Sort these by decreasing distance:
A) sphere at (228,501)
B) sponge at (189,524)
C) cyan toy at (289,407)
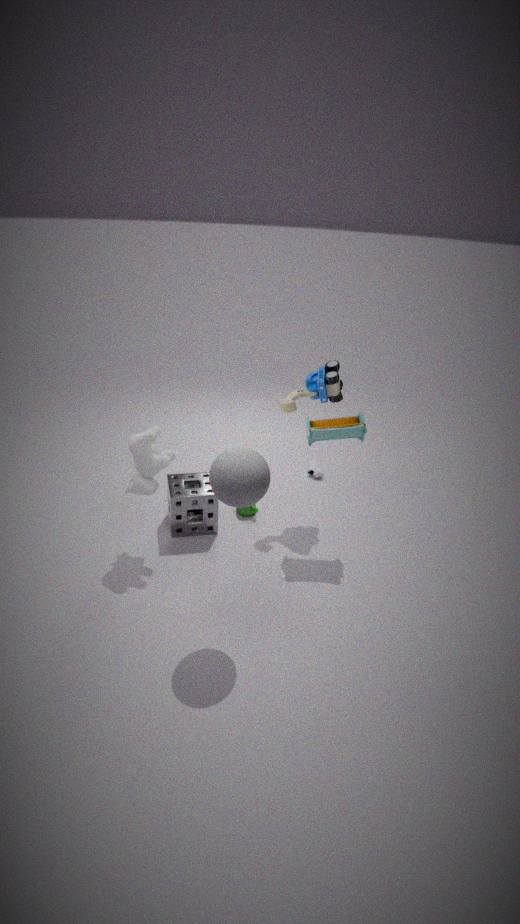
cyan toy at (289,407) → sponge at (189,524) → sphere at (228,501)
